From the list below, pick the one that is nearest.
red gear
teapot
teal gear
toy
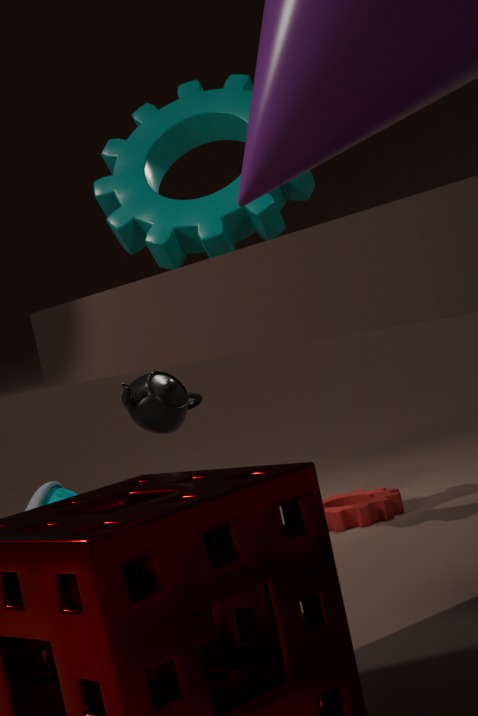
toy
